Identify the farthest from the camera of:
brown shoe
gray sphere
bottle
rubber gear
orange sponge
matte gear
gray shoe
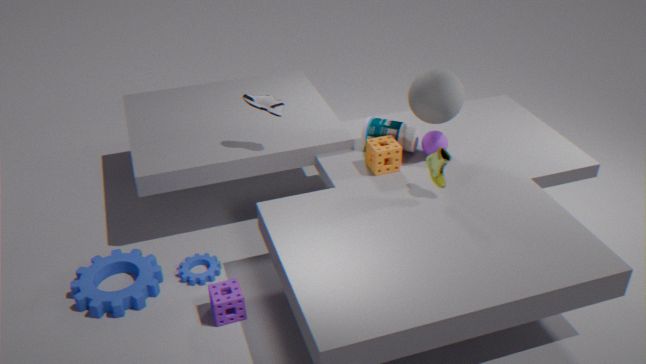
bottle
